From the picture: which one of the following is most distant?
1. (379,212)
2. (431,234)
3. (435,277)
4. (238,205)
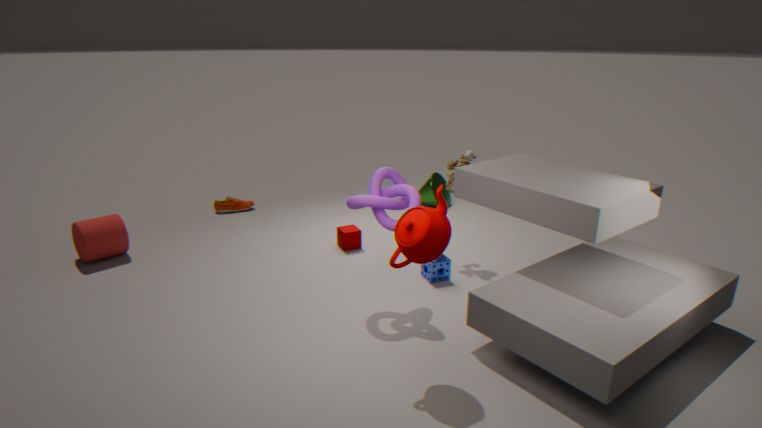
(238,205)
